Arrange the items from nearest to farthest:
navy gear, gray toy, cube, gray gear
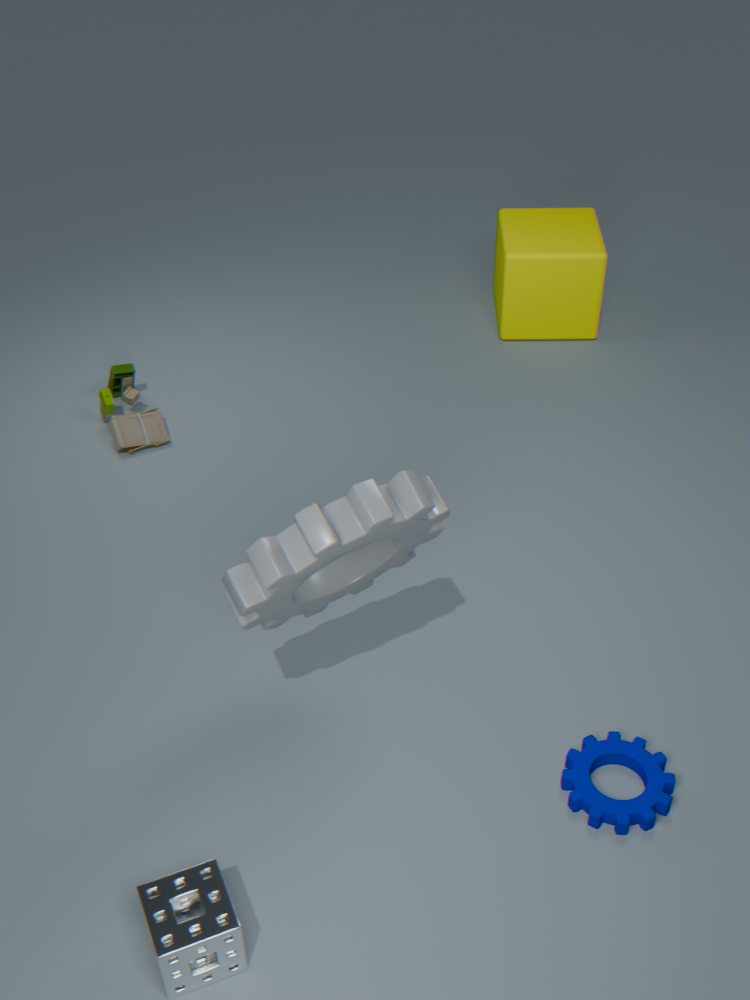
gray gear → navy gear → gray toy → cube
